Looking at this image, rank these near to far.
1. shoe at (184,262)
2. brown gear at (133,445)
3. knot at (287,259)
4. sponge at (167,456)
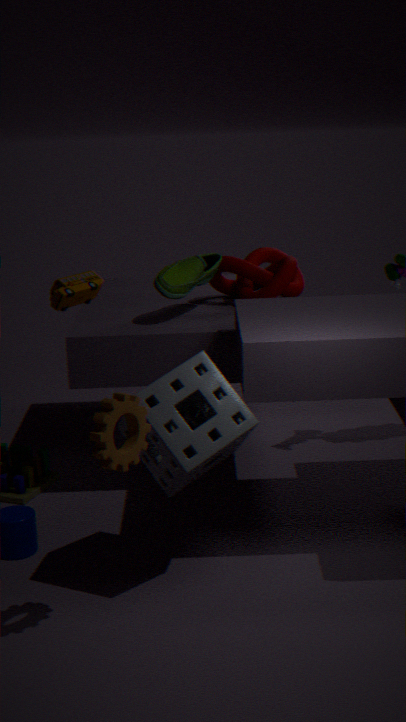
A: 1. brown gear at (133,445)
2. sponge at (167,456)
3. shoe at (184,262)
4. knot at (287,259)
